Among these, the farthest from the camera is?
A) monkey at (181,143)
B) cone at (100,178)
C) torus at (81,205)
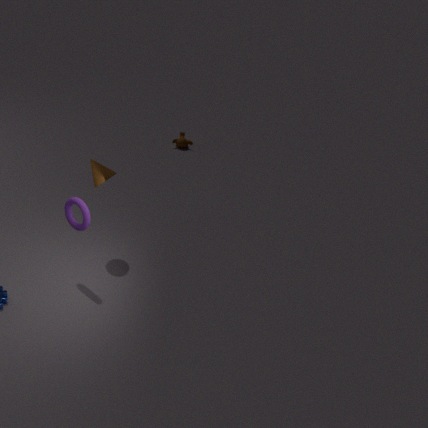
monkey at (181,143)
